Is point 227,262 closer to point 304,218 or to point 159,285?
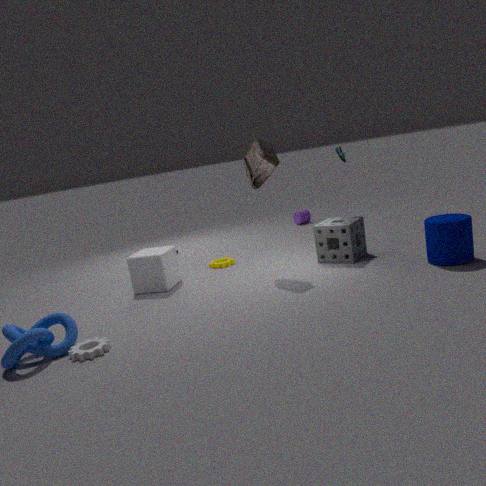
point 159,285
